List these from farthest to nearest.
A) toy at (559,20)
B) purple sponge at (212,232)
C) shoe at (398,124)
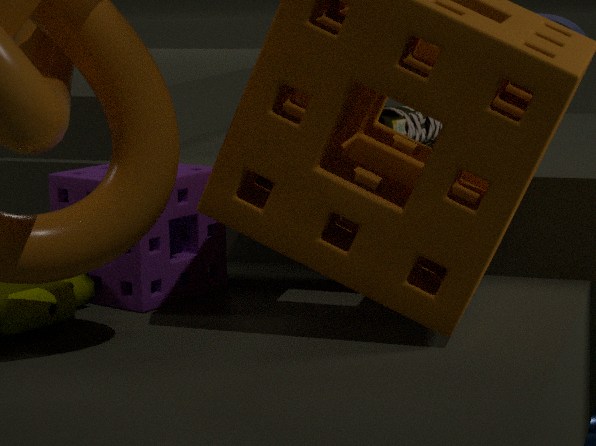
toy at (559,20)
shoe at (398,124)
purple sponge at (212,232)
